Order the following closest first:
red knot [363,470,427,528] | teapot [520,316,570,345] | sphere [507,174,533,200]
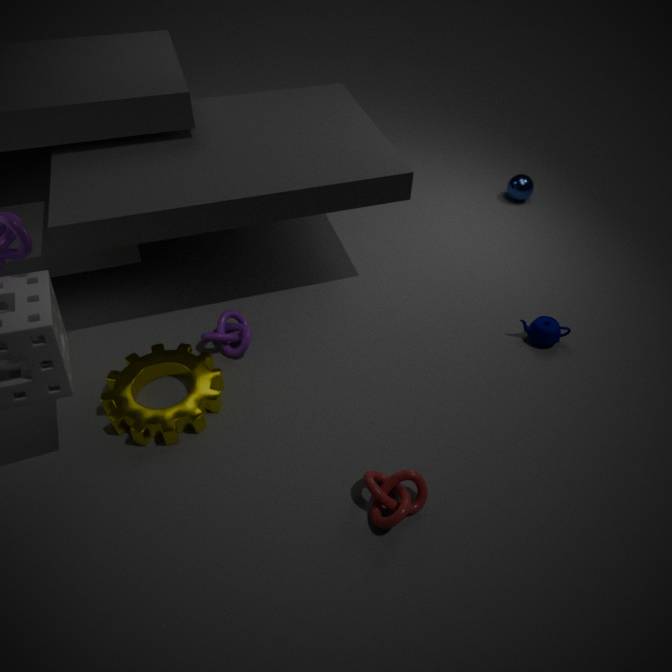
1. red knot [363,470,427,528]
2. teapot [520,316,570,345]
3. sphere [507,174,533,200]
